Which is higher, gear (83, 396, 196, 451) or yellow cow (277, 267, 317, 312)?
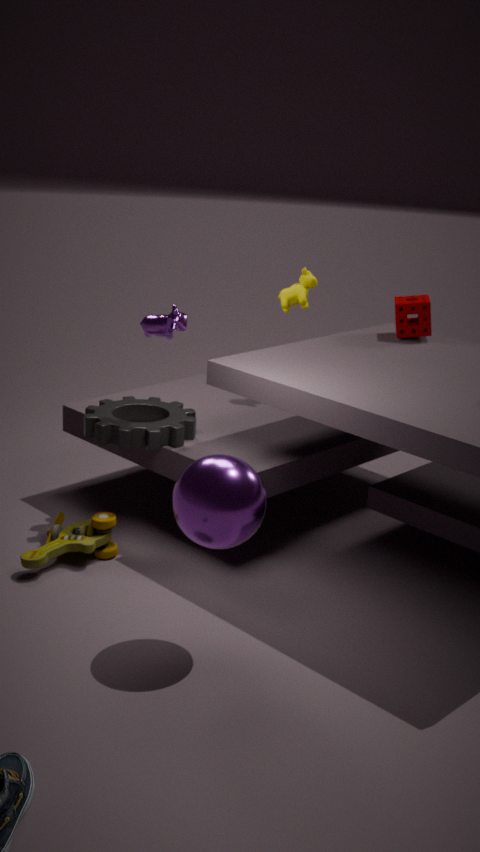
yellow cow (277, 267, 317, 312)
